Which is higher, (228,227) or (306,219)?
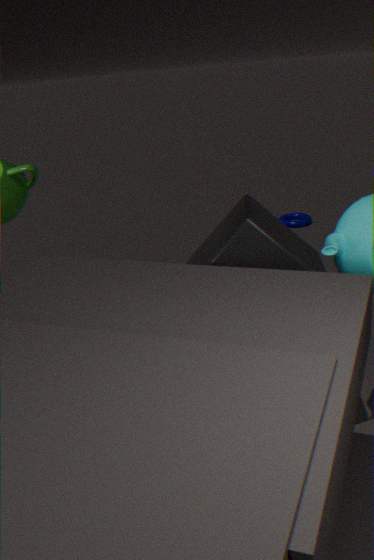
(228,227)
